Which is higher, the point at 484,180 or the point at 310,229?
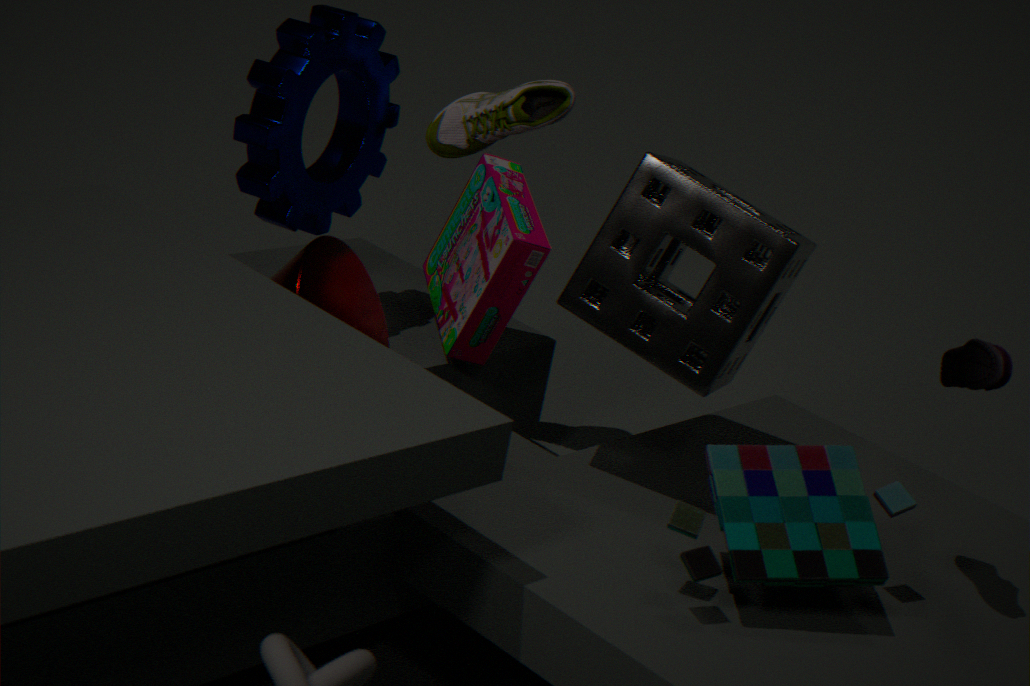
the point at 310,229
